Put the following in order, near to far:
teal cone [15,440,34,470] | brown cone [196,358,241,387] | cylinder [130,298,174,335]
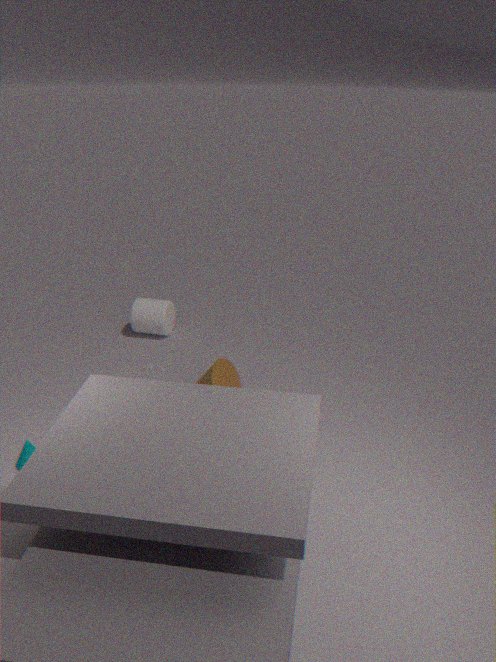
teal cone [15,440,34,470] → brown cone [196,358,241,387] → cylinder [130,298,174,335]
